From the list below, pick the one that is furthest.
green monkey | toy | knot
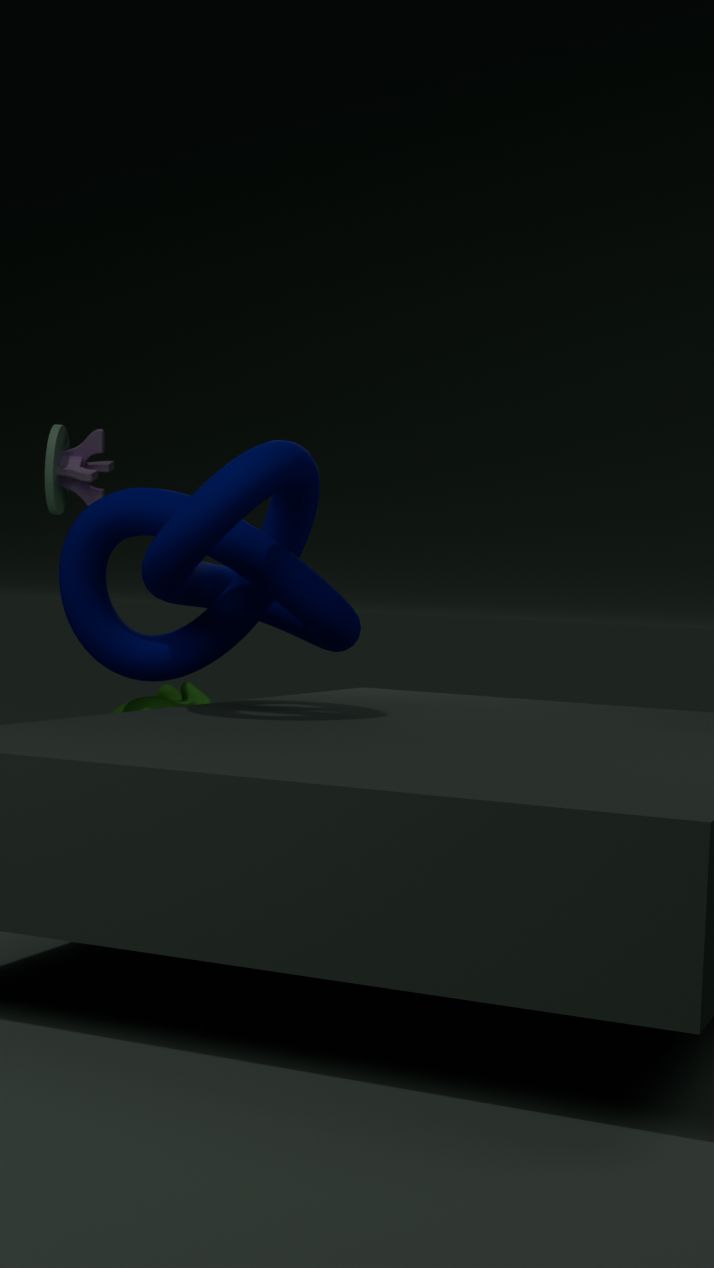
green monkey
